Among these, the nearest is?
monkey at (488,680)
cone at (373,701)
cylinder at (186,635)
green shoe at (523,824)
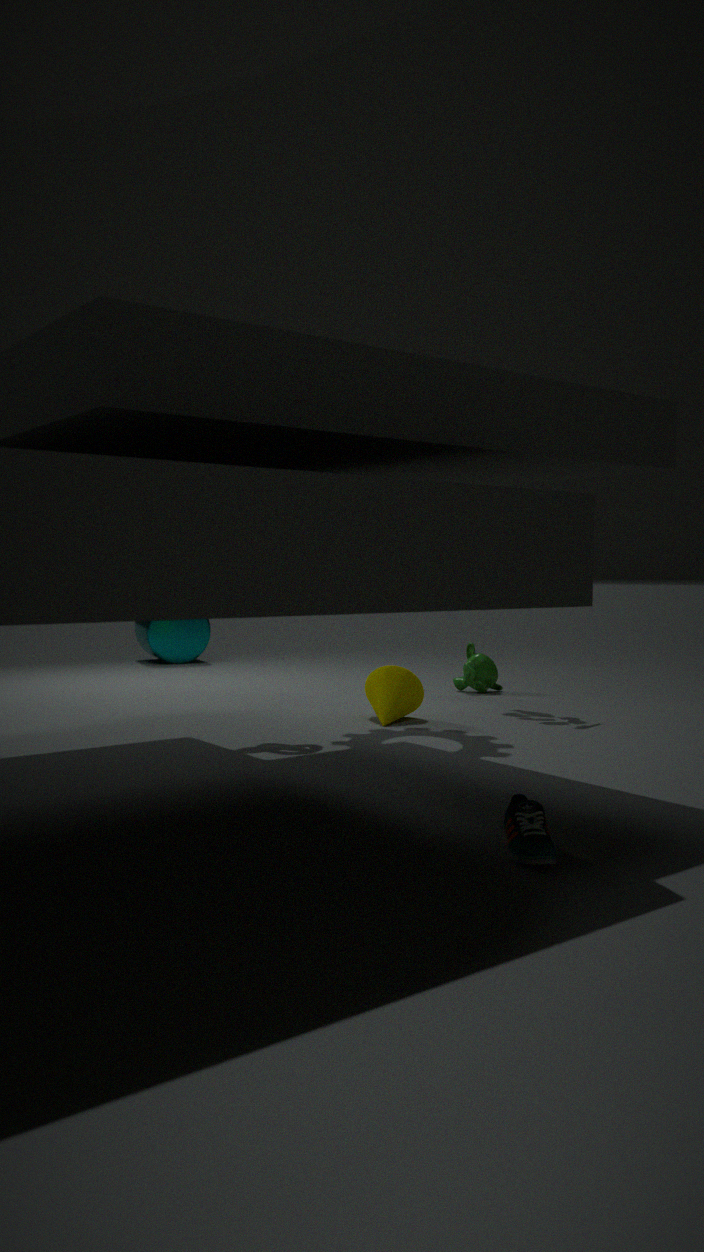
green shoe at (523,824)
